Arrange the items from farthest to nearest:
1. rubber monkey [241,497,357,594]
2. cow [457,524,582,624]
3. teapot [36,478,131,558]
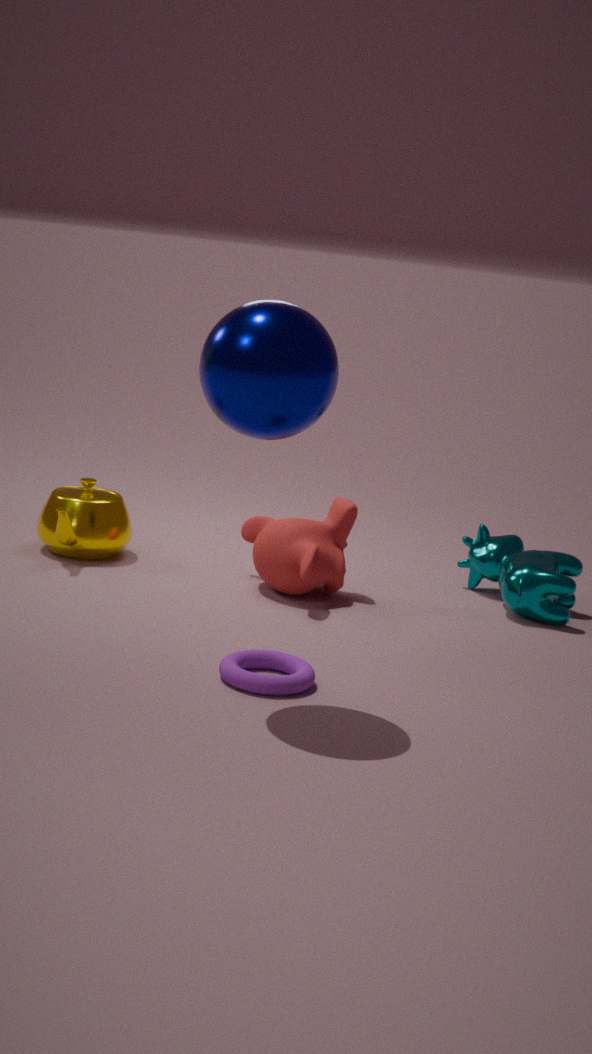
1. teapot [36,478,131,558]
2. cow [457,524,582,624]
3. rubber monkey [241,497,357,594]
